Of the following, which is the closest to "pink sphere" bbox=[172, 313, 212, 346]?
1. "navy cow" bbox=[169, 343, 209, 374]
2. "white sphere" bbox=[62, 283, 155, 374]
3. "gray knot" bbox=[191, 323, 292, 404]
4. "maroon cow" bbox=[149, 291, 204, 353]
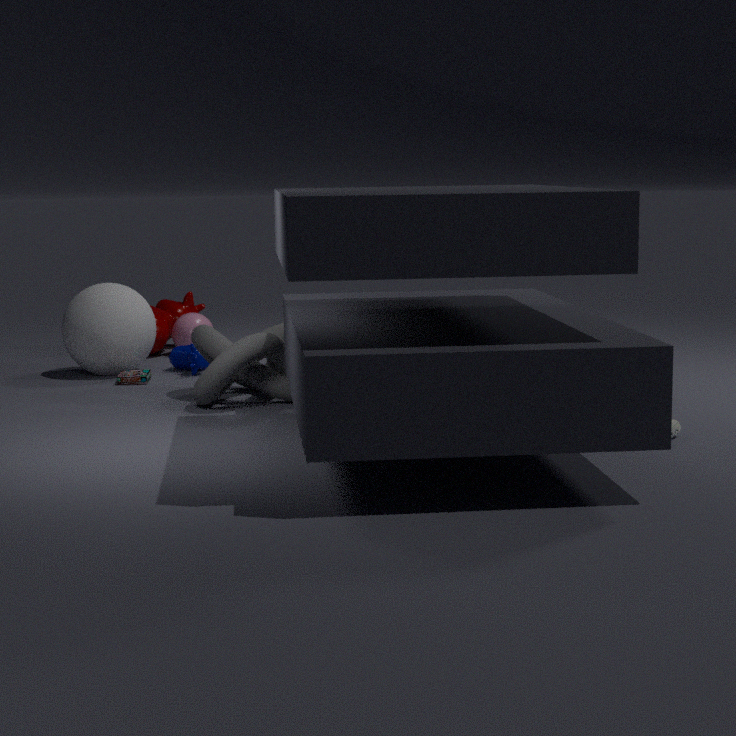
"maroon cow" bbox=[149, 291, 204, 353]
